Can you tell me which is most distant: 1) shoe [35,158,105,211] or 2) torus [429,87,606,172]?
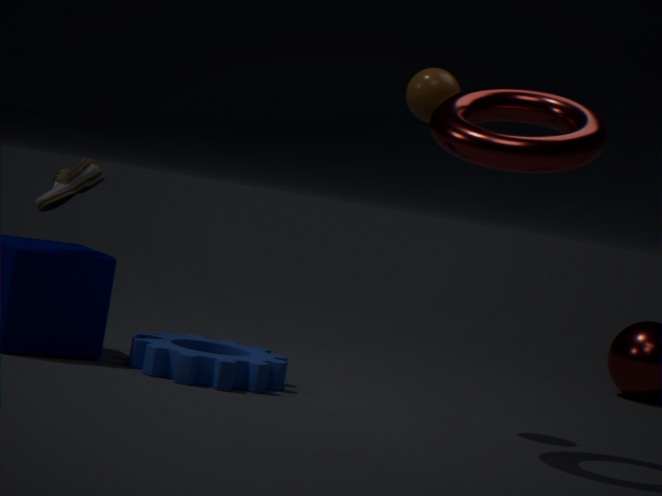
1. shoe [35,158,105,211]
